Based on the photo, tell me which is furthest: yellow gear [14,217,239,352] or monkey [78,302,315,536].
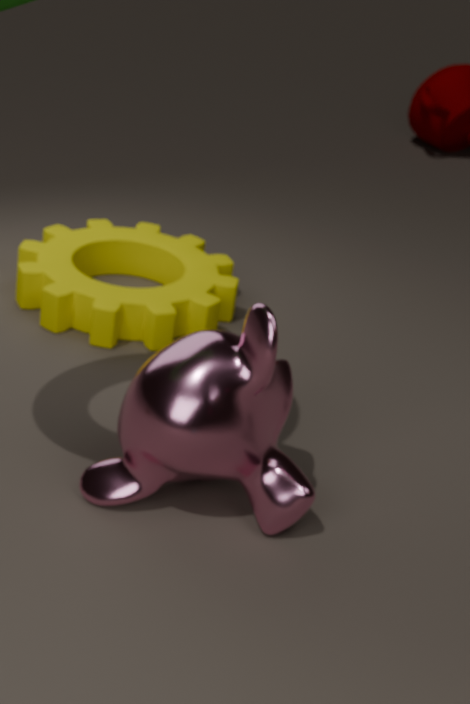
yellow gear [14,217,239,352]
